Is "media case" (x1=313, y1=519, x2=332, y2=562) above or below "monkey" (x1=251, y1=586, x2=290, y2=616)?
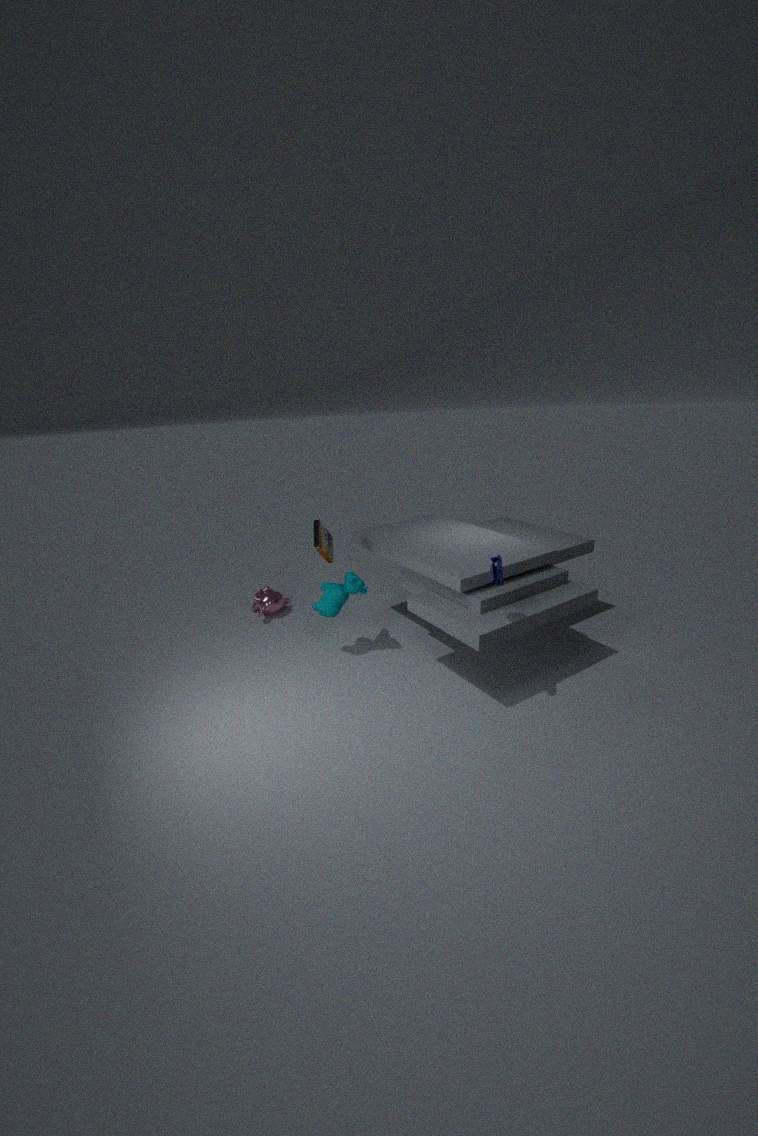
above
